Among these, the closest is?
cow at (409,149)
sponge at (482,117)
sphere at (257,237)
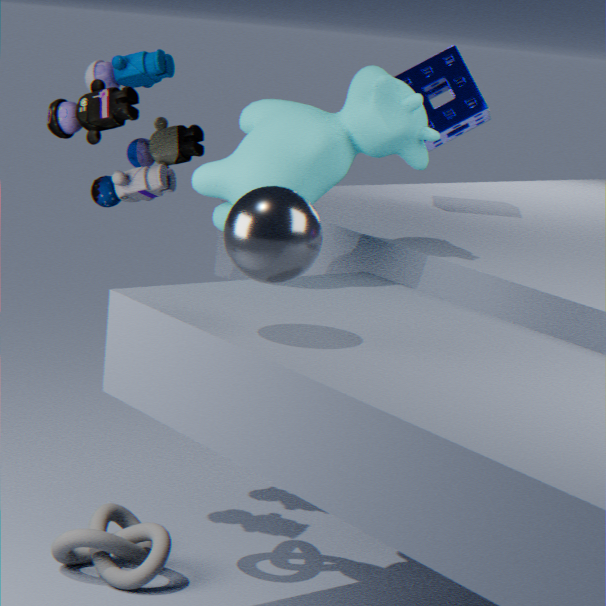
sphere at (257,237)
